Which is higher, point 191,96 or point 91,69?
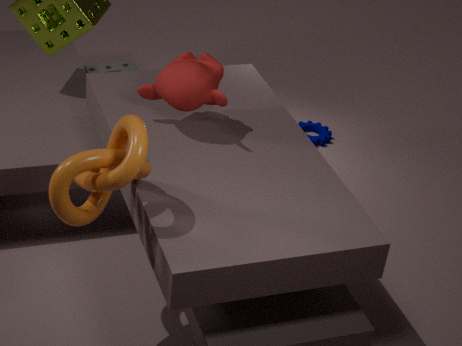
point 191,96
